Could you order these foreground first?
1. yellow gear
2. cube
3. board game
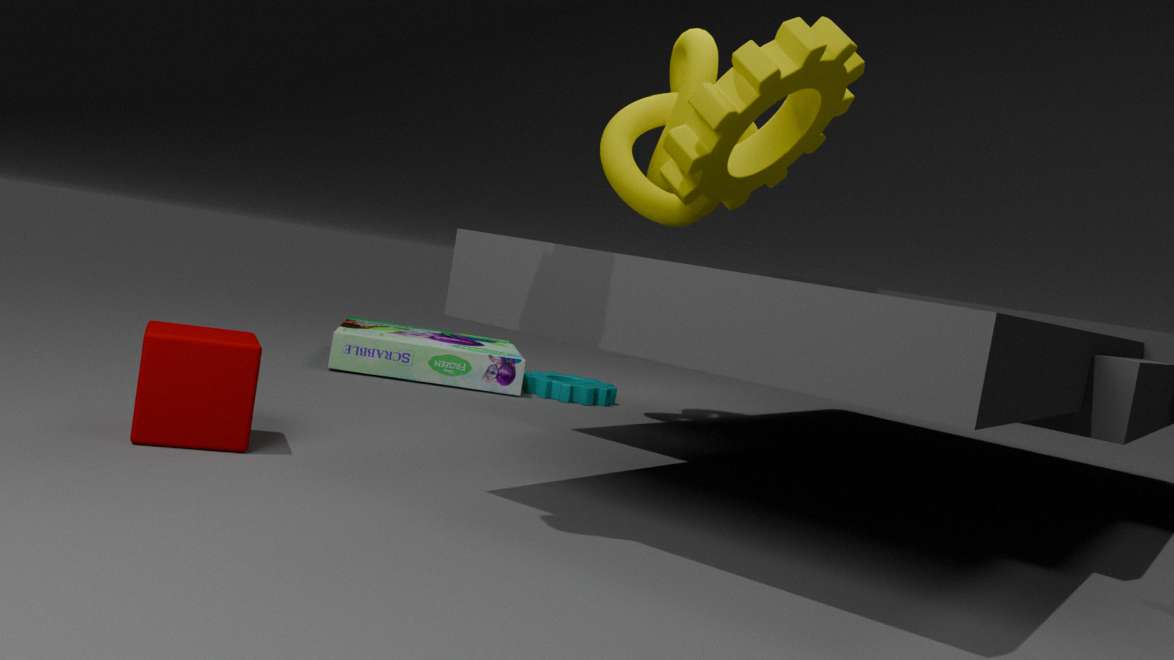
cube → yellow gear → board game
